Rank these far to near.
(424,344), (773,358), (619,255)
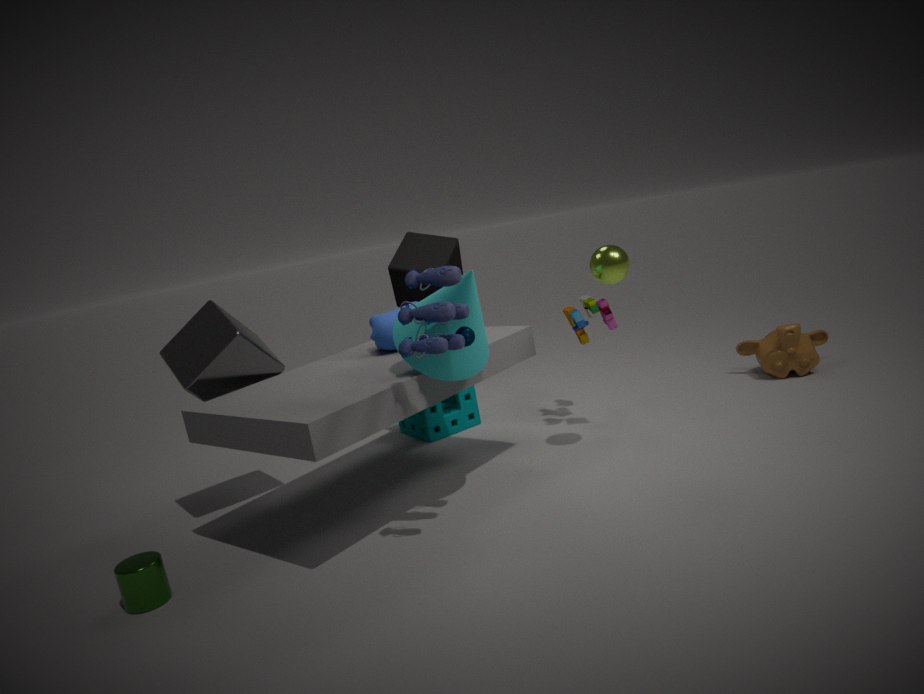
(773,358)
(619,255)
(424,344)
